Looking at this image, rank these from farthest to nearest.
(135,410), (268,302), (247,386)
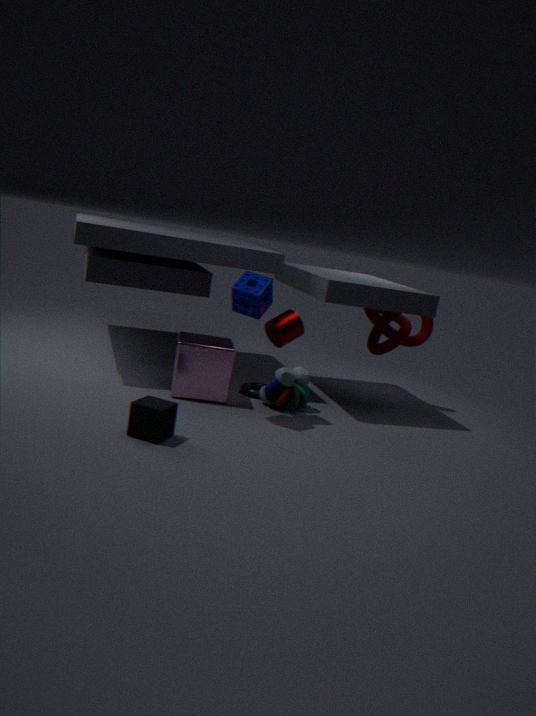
(247,386) < (268,302) < (135,410)
